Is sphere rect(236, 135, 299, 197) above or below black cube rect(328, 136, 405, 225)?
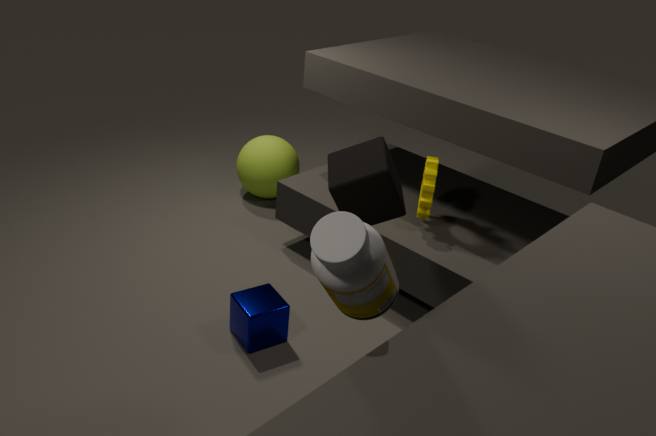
below
